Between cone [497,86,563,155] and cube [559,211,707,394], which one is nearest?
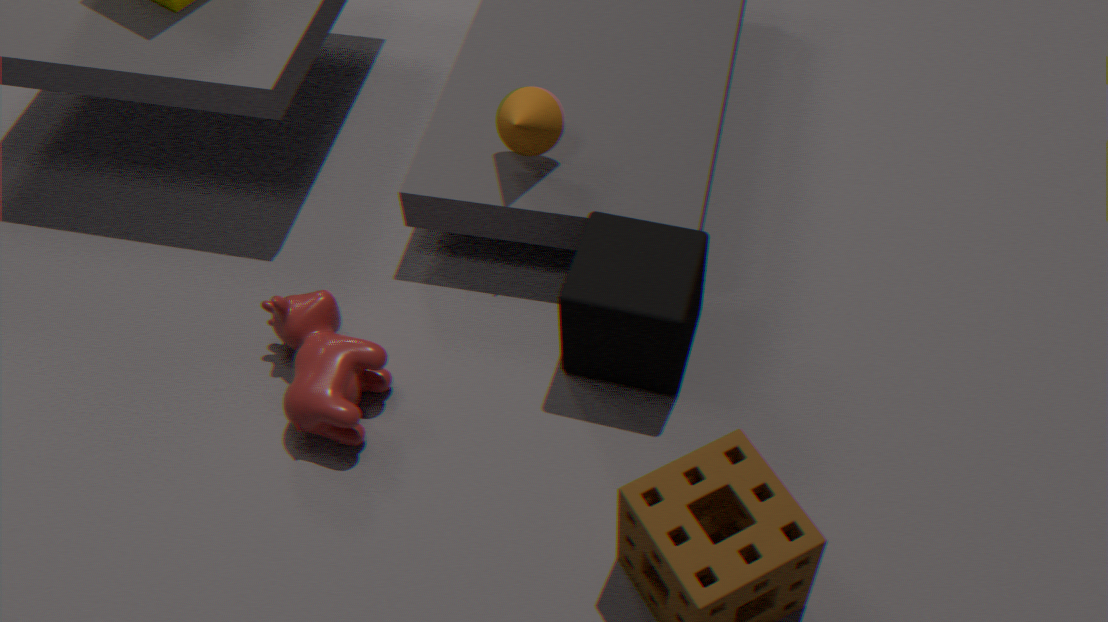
cube [559,211,707,394]
